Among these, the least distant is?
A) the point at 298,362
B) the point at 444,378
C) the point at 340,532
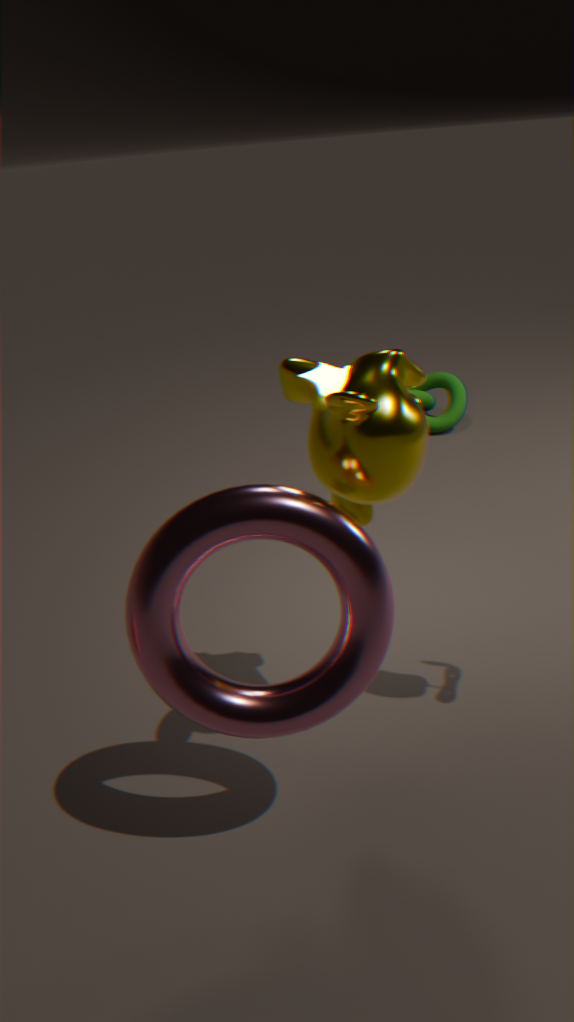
the point at 340,532
